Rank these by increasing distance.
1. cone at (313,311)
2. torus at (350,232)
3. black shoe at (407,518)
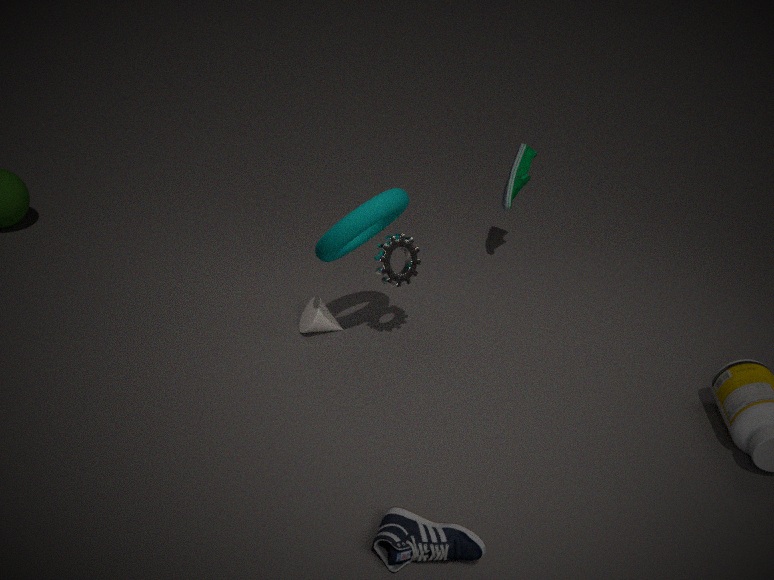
black shoe at (407,518) < torus at (350,232) < cone at (313,311)
